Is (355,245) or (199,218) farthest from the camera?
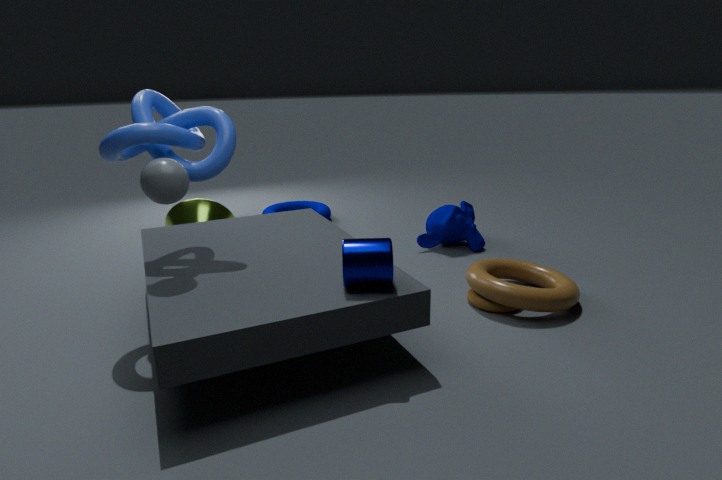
(199,218)
